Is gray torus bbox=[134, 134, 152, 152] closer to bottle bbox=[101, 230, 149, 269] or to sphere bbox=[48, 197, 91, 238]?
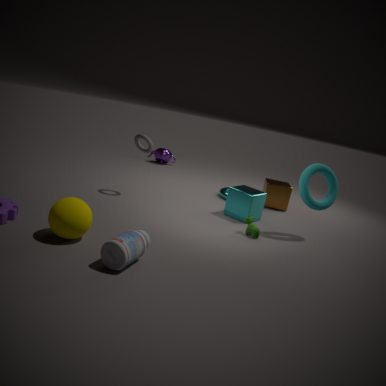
sphere bbox=[48, 197, 91, 238]
